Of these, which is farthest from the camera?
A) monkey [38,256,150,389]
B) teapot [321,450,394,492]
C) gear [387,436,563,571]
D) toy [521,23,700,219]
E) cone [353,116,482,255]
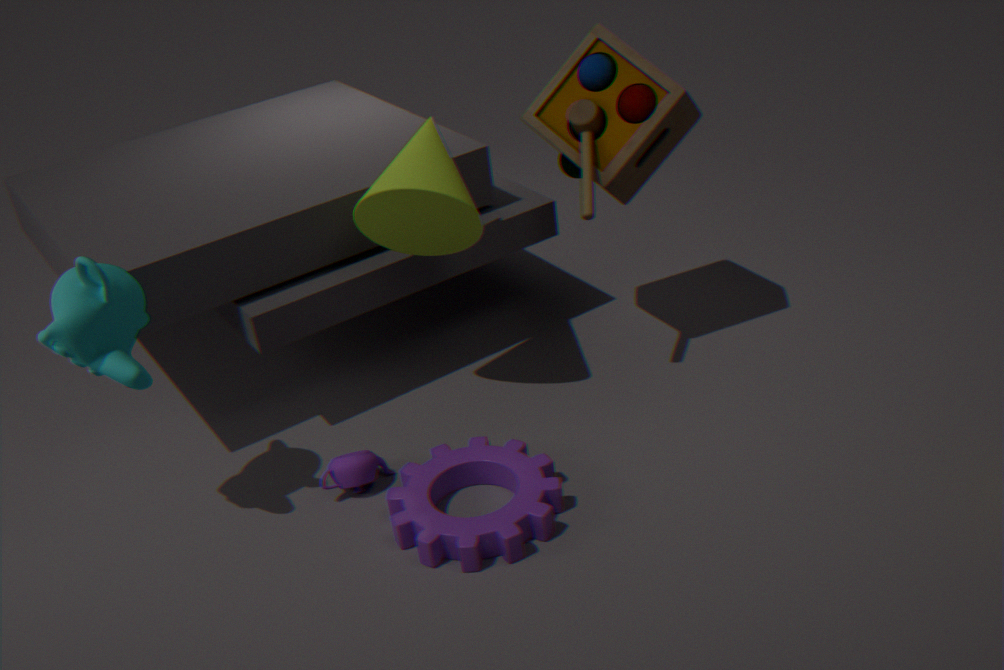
toy [521,23,700,219]
